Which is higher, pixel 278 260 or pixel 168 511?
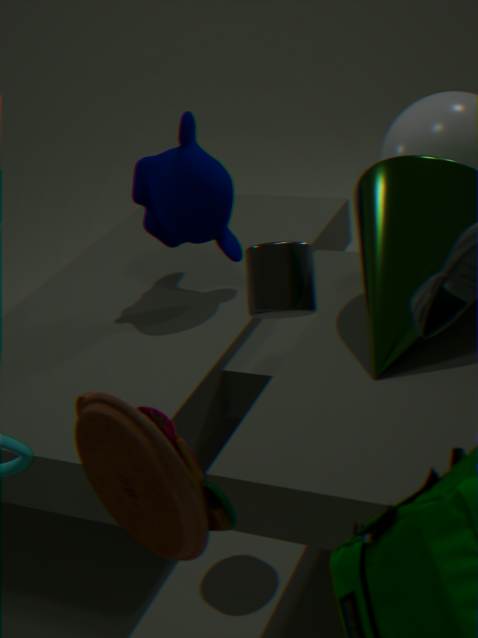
pixel 168 511
